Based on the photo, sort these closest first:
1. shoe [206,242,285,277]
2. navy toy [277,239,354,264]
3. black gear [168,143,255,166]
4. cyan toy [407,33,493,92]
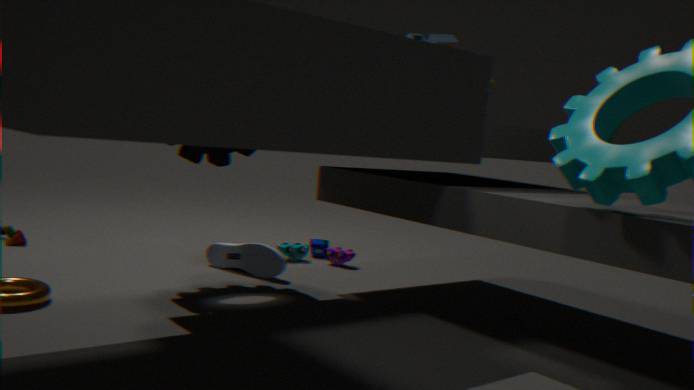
black gear [168,143,255,166], shoe [206,242,285,277], cyan toy [407,33,493,92], navy toy [277,239,354,264]
